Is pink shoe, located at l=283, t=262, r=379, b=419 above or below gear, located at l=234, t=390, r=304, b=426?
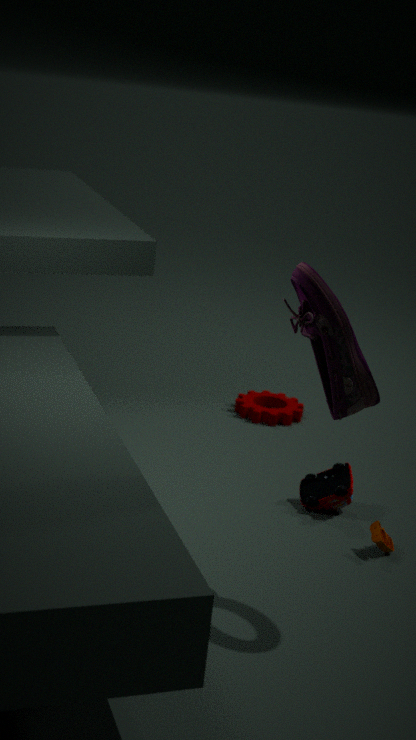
above
